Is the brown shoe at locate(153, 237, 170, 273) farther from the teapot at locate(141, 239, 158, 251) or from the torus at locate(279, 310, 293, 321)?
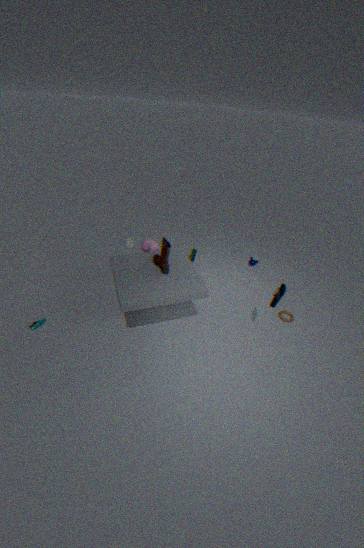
the torus at locate(279, 310, 293, 321)
